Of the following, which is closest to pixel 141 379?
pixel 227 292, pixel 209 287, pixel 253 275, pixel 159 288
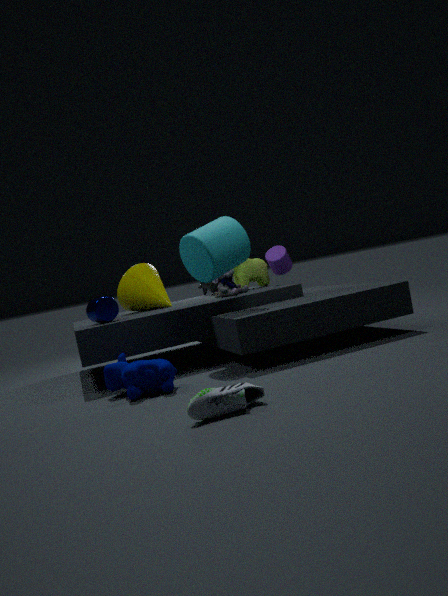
pixel 227 292
